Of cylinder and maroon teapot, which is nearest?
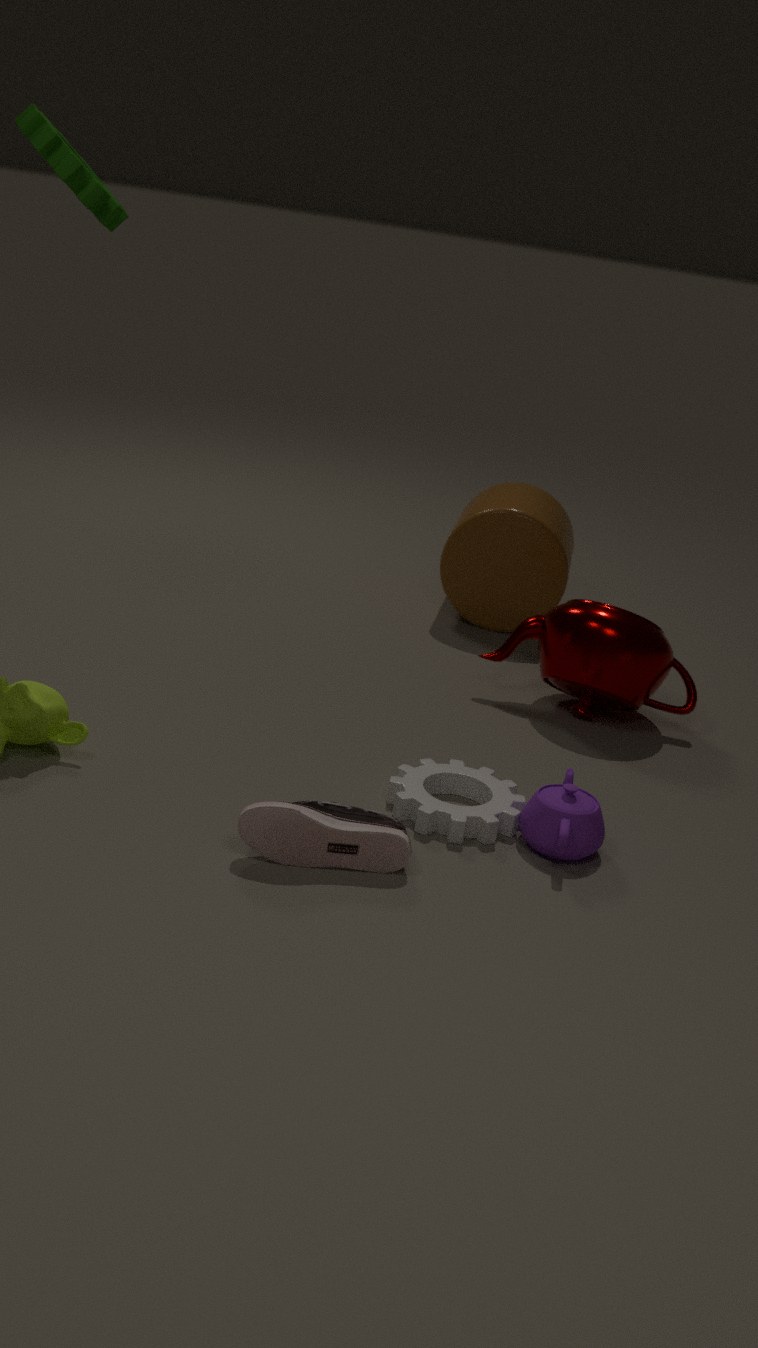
maroon teapot
